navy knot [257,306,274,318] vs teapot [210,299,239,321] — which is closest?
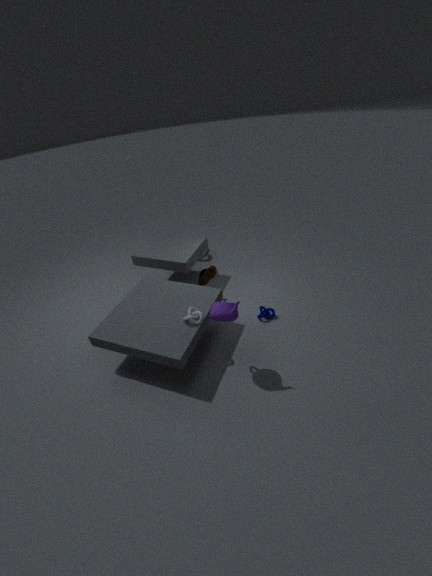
teapot [210,299,239,321]
